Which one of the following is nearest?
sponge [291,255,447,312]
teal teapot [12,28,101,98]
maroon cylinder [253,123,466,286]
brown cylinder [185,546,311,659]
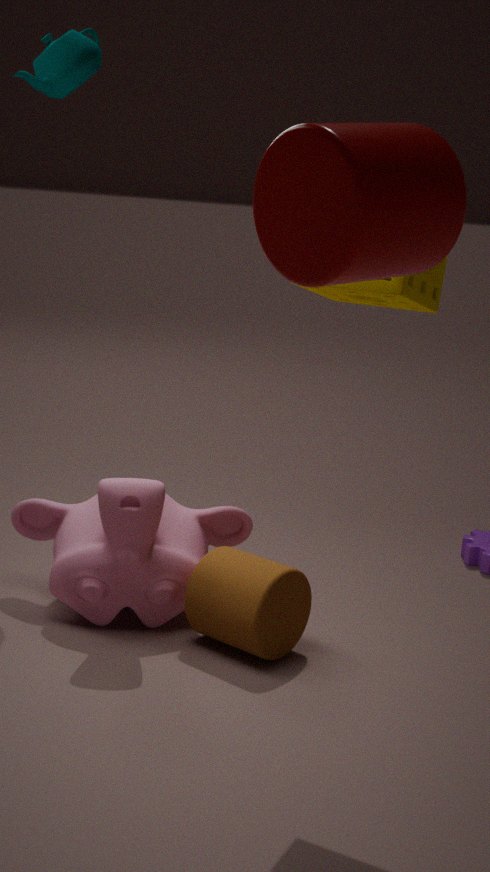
maroon cylinder [253,123,466,286]
